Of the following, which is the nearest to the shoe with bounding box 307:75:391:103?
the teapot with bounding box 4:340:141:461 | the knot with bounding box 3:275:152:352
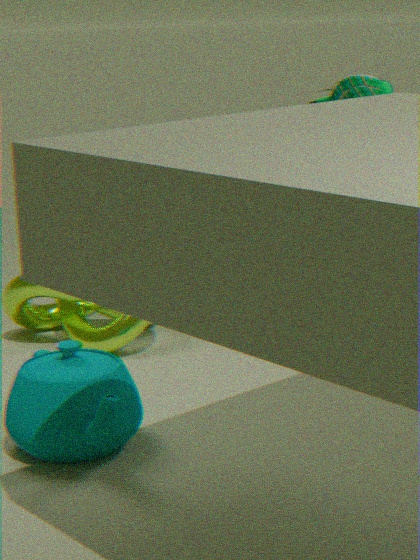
the knot with bounding box 3:275:152:352
